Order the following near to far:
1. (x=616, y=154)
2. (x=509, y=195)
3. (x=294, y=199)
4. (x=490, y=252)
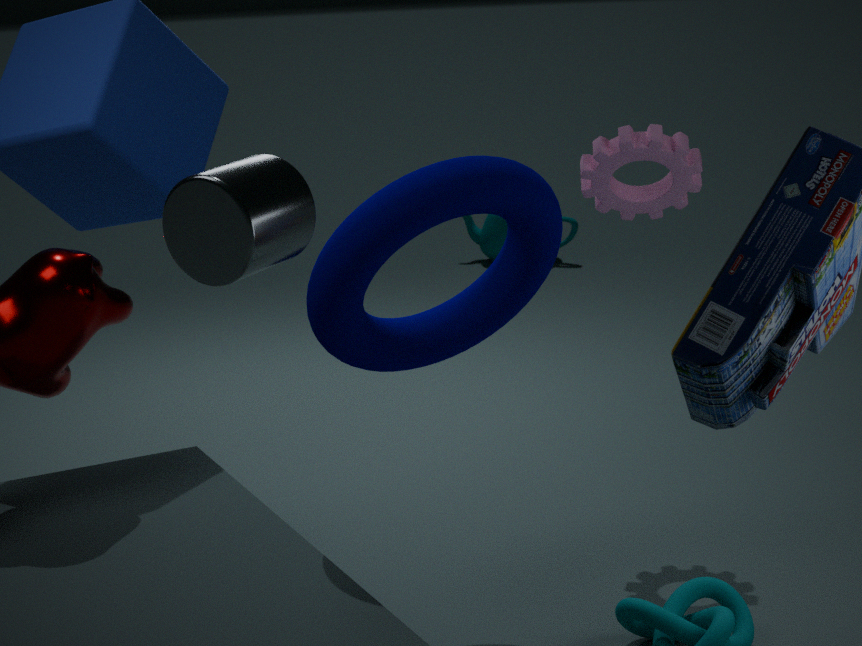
(x=294, y=199)
(x=509, y=195)
(x=616, y=154)
(x=490, y=252)
